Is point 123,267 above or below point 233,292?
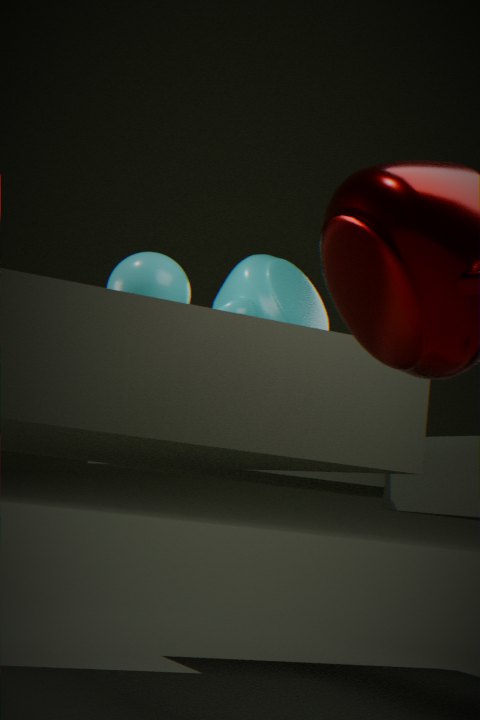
below
